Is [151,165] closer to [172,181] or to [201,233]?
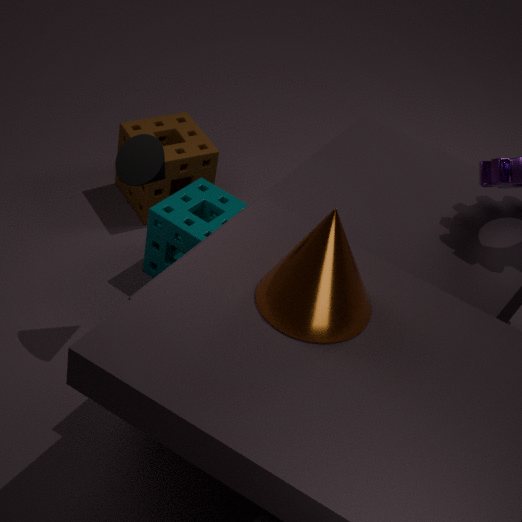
[201,233]
